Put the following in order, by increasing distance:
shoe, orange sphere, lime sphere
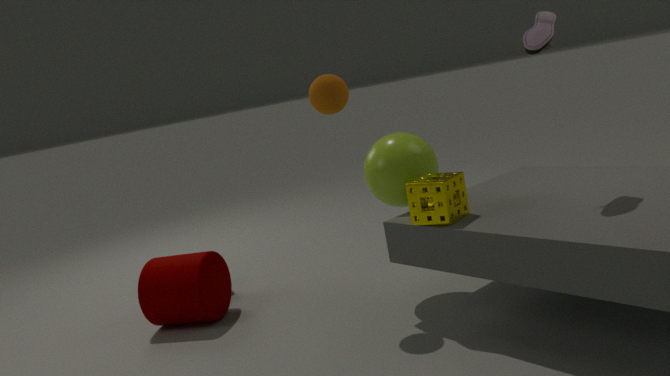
shoe → orange sphere → lime sphere
